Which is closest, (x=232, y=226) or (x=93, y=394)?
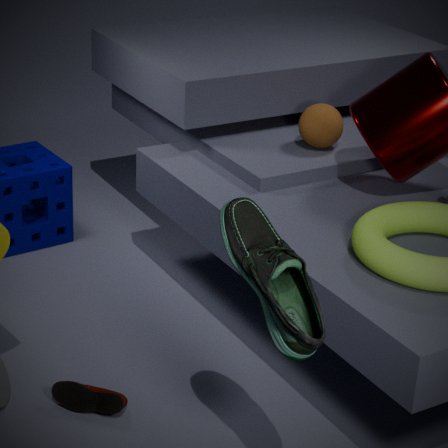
Answer: (x=232, y=226)
